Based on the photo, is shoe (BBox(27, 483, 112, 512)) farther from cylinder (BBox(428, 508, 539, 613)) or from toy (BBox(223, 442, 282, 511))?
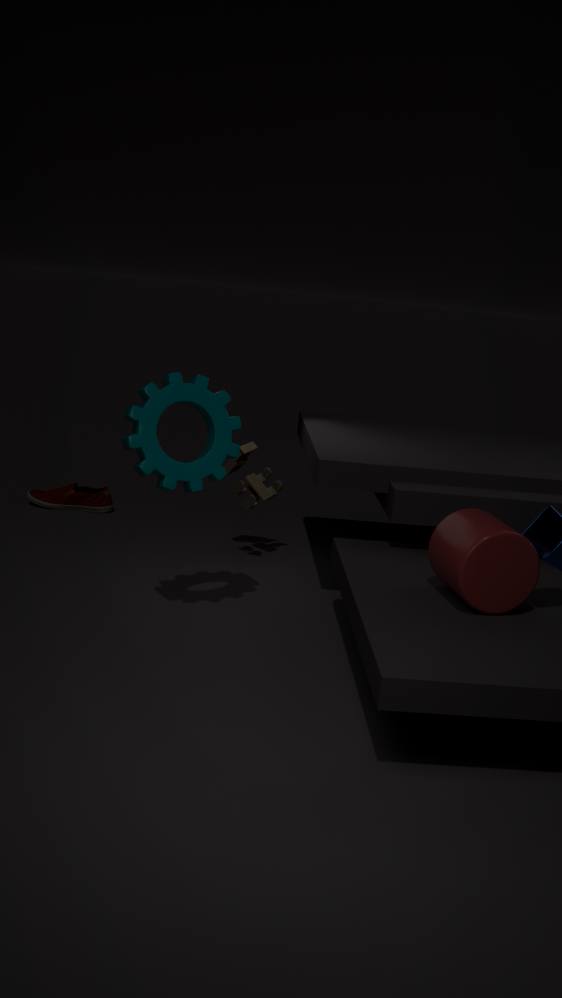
cylinder (BBox(428, 508, 539, 613))
